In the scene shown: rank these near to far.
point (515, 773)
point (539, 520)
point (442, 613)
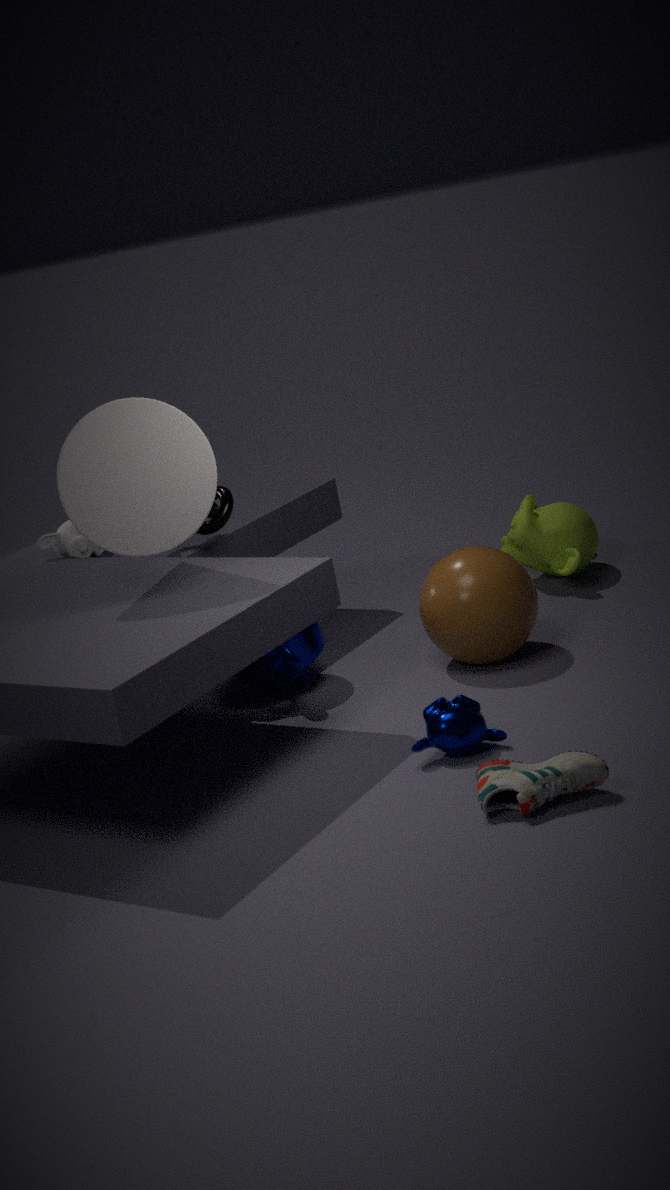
point (515, 773), point (442, 613), point (539, 520)
